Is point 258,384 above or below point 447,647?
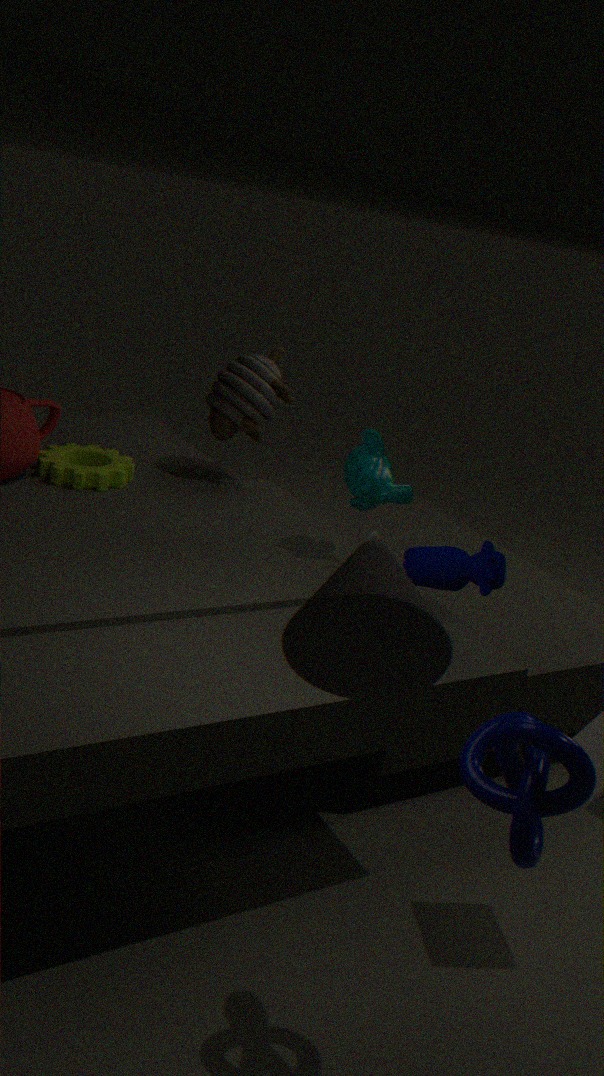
below
